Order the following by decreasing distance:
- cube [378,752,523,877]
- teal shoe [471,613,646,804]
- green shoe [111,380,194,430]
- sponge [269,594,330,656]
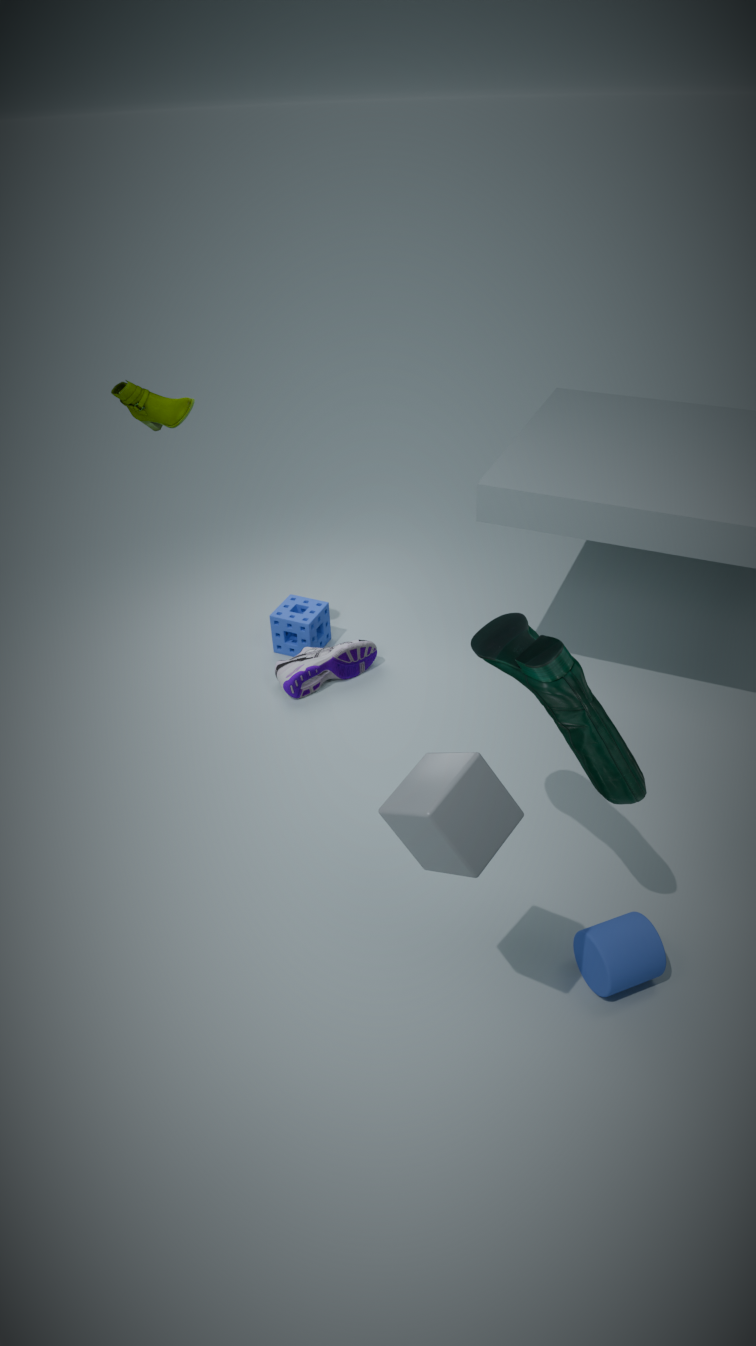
sponge [269,594,330,656]
green shoe [111,380,194,430]
teal shoe [471,613,646,804]
cube [378,752,523,877]
